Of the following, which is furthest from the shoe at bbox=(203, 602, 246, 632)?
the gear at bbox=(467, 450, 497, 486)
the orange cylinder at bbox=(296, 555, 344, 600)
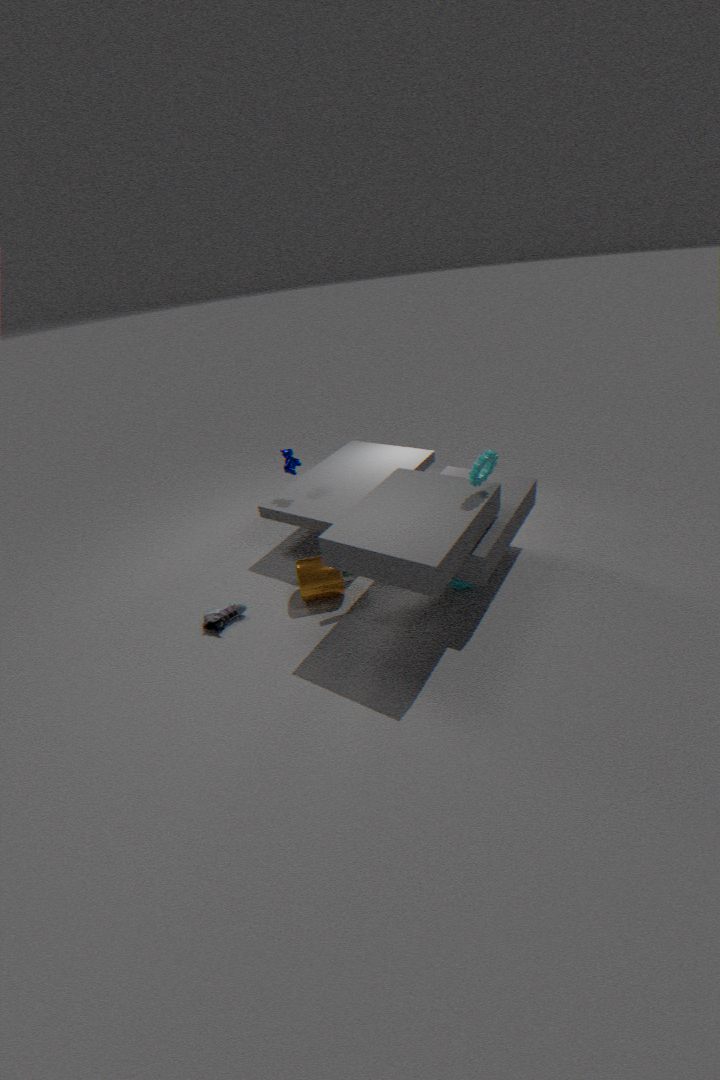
the gear at bbox=(467, 450, 497, 486)
